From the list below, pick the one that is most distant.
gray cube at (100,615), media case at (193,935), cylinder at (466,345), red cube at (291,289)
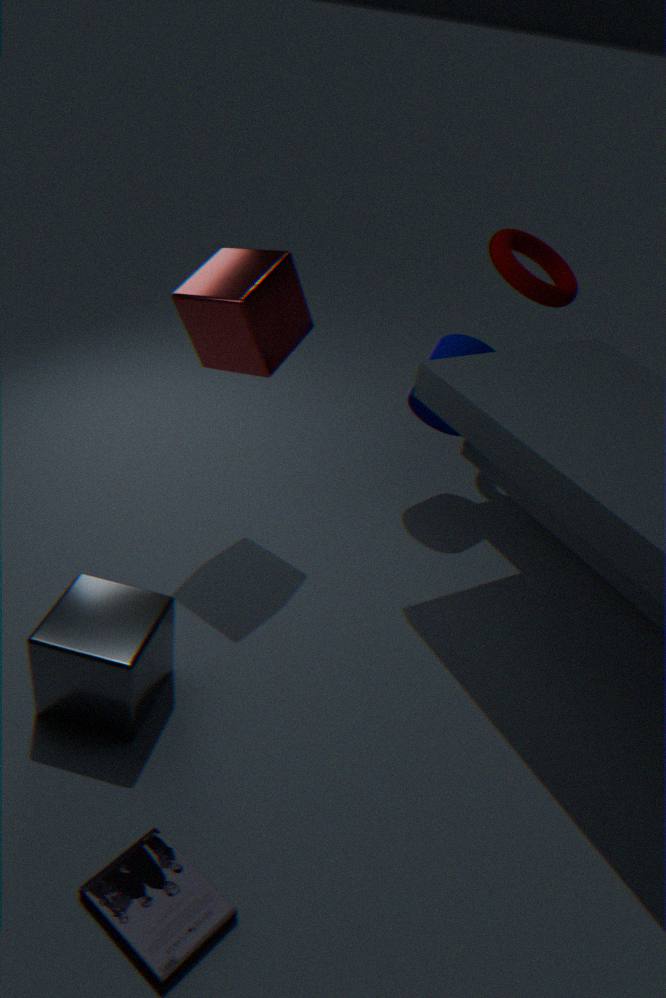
cylinder at (466,345)
